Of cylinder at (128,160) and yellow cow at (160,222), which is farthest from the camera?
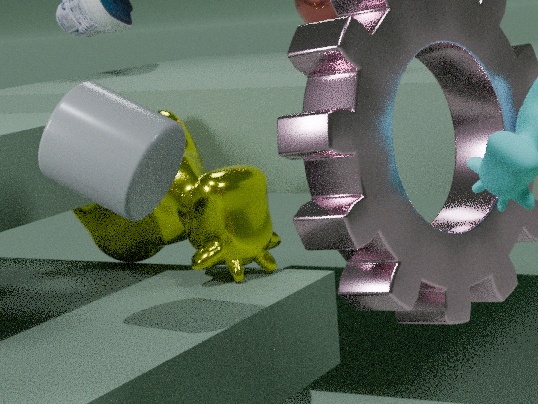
yellow cow at (160,222)
